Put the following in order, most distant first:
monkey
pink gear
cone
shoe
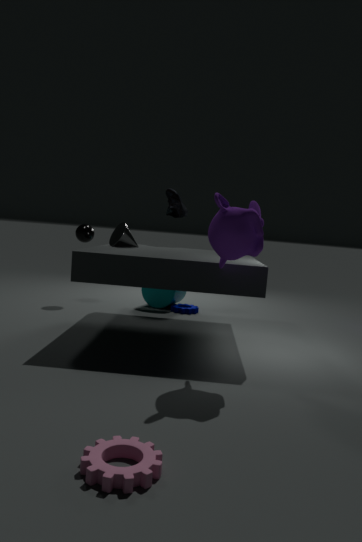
shoe < cone < monkey < pink gear
